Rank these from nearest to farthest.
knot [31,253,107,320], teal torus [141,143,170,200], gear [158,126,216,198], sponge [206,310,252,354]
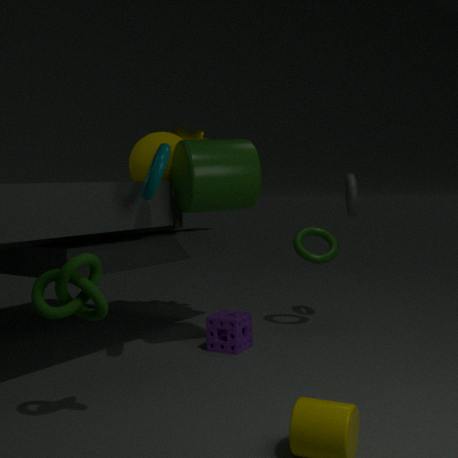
knot [31,253,107,320] < teal torus [141,143,170,200] < sponge [206,310,252,354] < gear [158,126,216,198]
